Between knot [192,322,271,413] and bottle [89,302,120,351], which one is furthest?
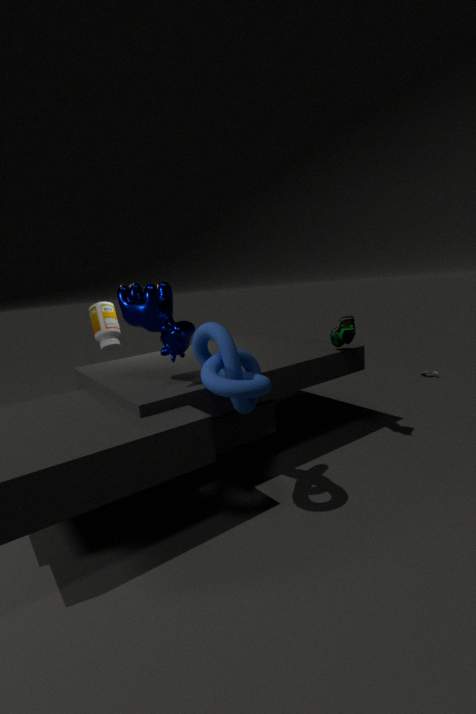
bottle [89,302,120,351]
